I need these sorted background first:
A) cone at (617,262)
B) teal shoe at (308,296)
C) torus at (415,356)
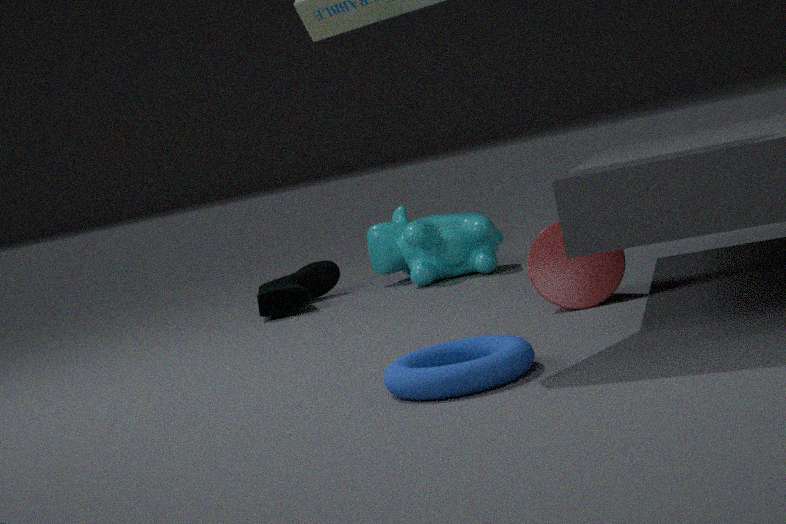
teal shoe at (308,296) → cone at (617,262) → torus at (415,356)
